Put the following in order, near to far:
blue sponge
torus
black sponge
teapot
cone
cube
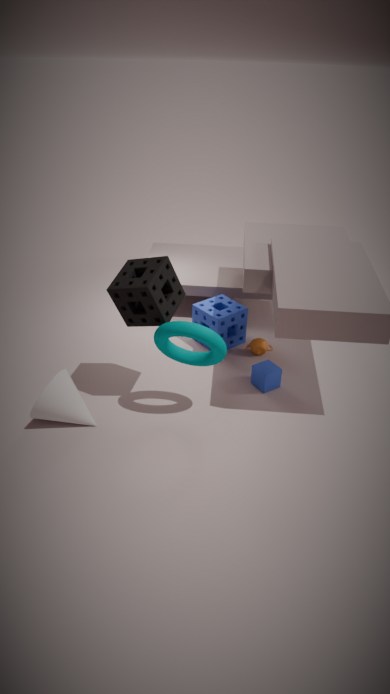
torus
black sponge
cone
cube
blue sponge
teapot
